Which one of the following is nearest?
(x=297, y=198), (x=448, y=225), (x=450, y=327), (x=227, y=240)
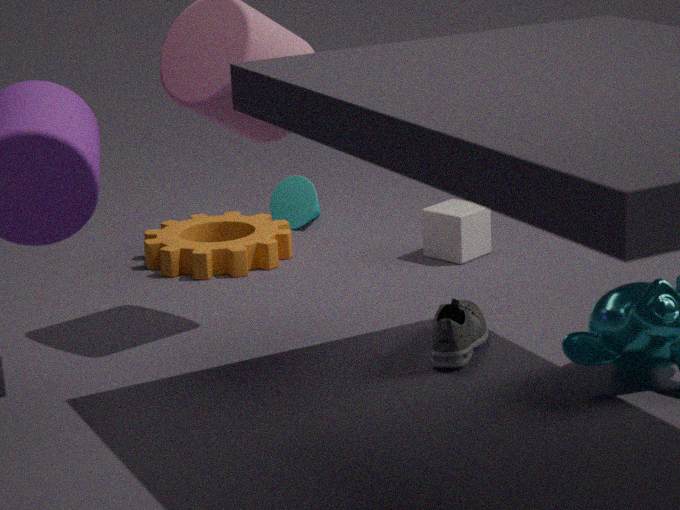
(x=450, y=327)
